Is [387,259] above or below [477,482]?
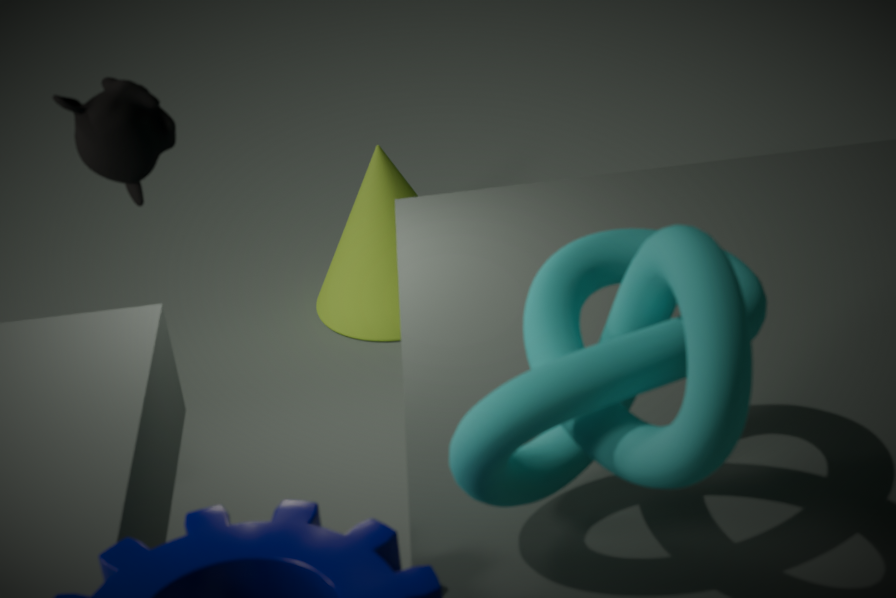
below
